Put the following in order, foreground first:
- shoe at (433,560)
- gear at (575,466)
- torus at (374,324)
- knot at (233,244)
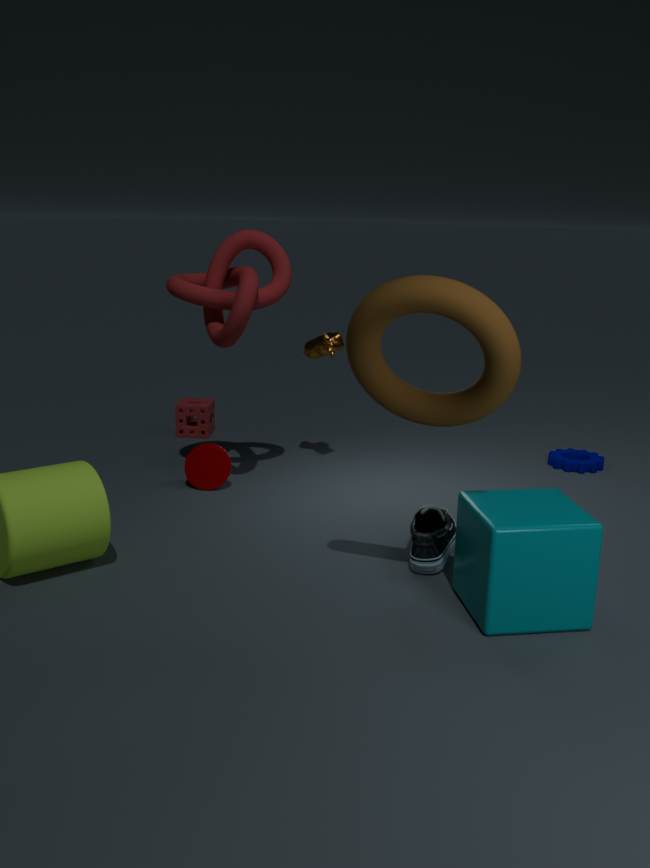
torus at (374,324) → shoe at (433,560) → knot at (233,244) → gear at (575,466)
